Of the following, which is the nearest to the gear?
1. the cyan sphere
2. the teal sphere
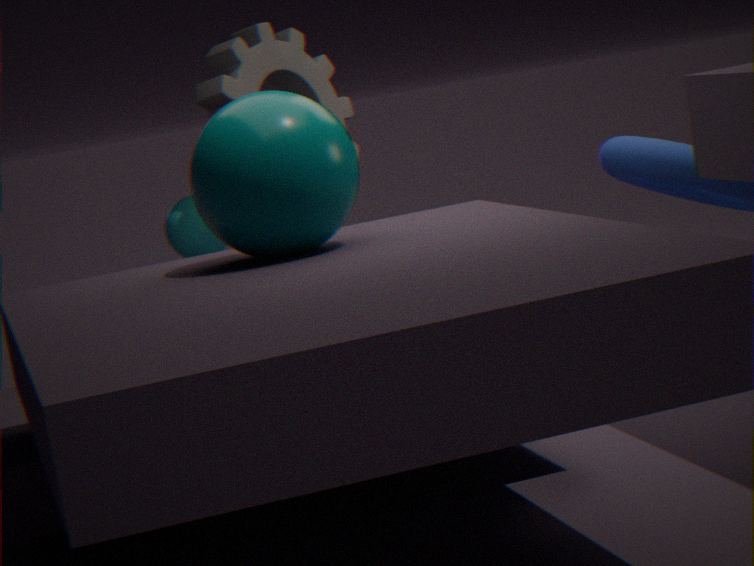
the cyan sphere
